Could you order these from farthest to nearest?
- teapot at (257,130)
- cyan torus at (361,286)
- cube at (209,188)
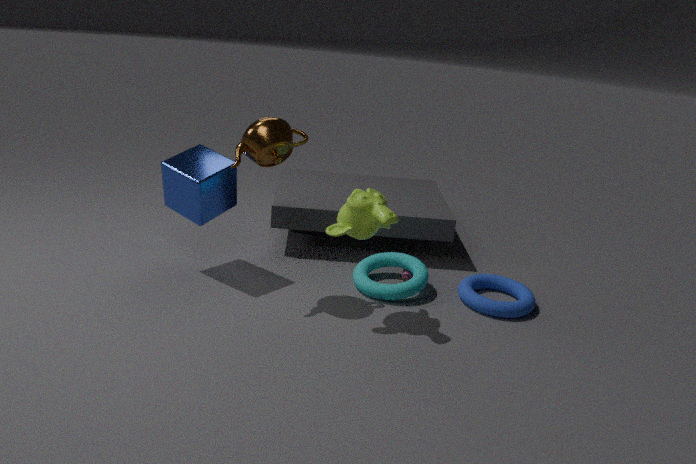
cyan torus at (361,286) → cube at (209,188) → teapot at (257,130)
